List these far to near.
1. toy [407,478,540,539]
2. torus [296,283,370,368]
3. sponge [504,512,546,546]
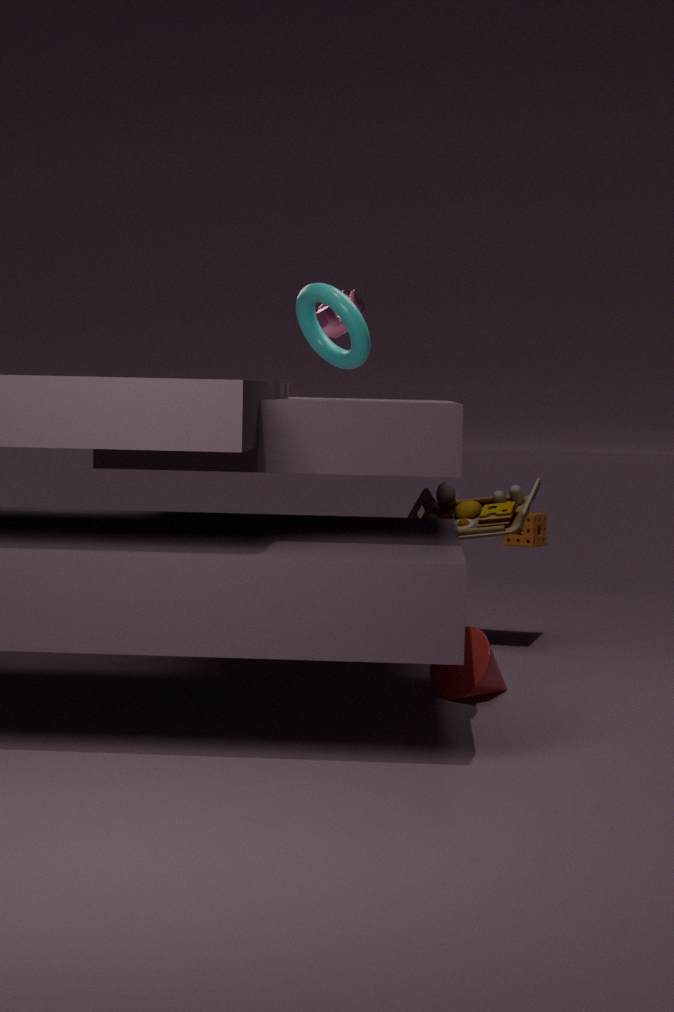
sponge [504,512,546,546], toy [407,478,540,539], torus [296,283,370,368]
